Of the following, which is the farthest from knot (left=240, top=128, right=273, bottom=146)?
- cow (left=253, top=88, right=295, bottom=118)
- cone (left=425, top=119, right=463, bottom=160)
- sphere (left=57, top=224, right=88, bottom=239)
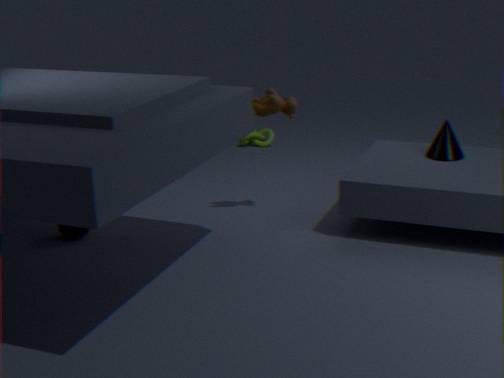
sphere (left=57, top=224, right=88, bottom=239)
